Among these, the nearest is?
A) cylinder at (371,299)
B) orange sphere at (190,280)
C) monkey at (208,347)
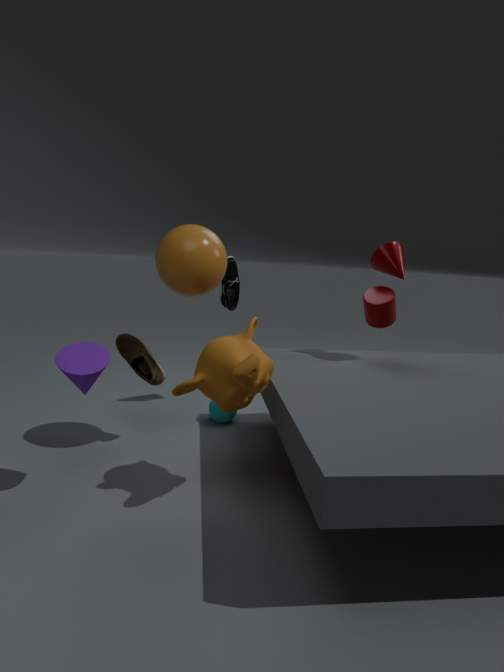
C. monkey at (208,347)
